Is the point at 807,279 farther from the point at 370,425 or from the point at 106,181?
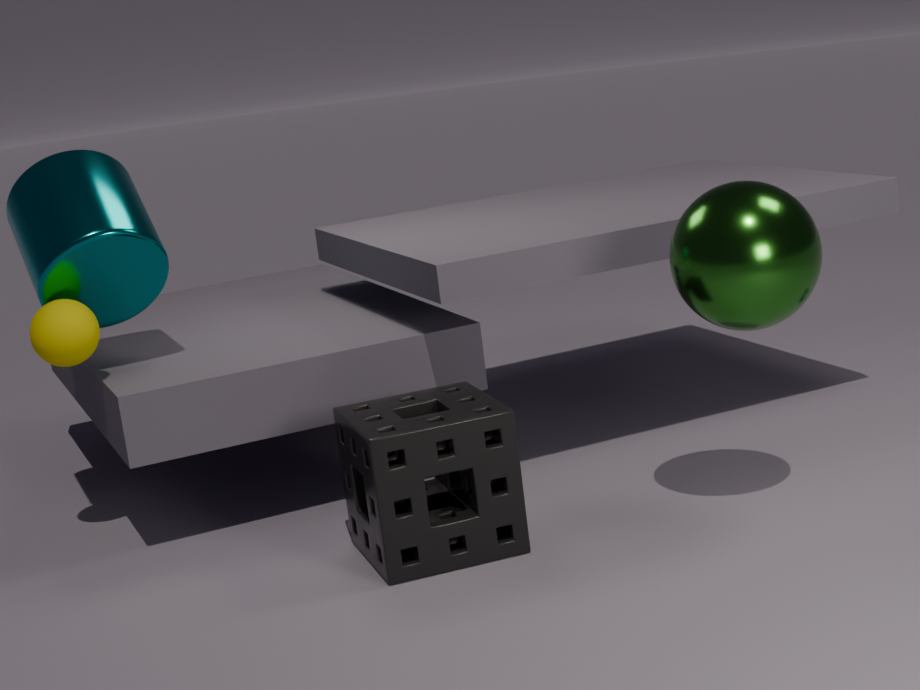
the point at 106,181
